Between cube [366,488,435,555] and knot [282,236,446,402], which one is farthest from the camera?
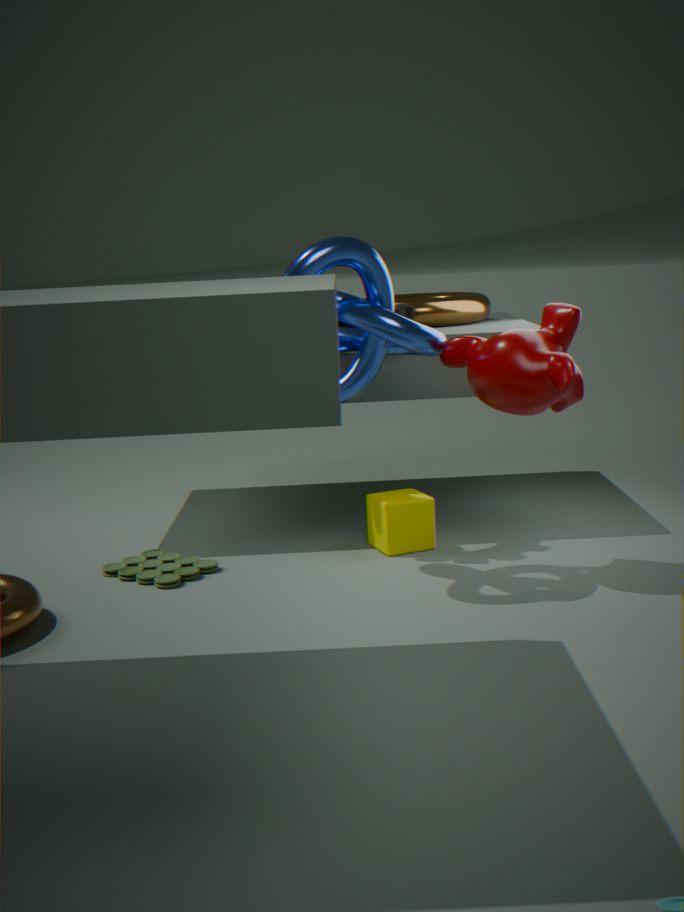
cube [366,488,435,555]
